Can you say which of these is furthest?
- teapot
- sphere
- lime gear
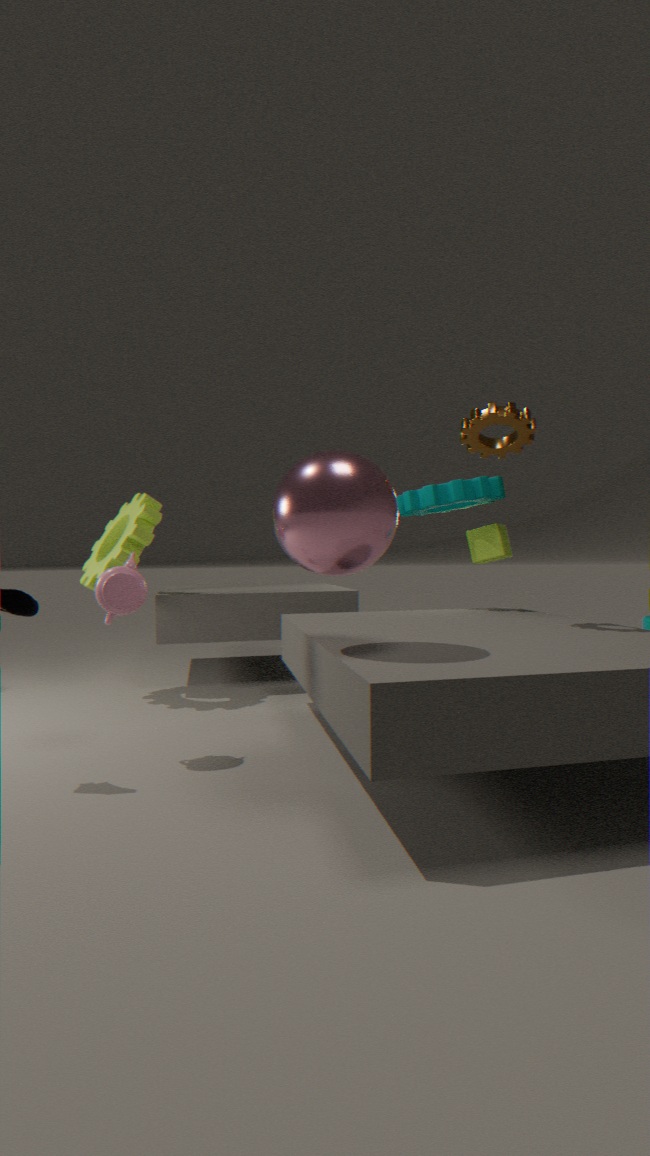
lime gear
